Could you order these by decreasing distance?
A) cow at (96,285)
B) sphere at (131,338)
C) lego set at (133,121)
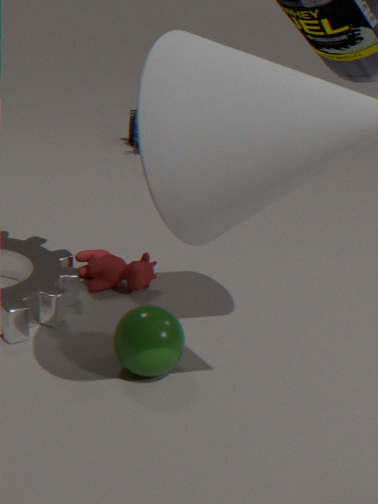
lego set at (133,121)
cow at (96,285)
sphere at (131,338)
